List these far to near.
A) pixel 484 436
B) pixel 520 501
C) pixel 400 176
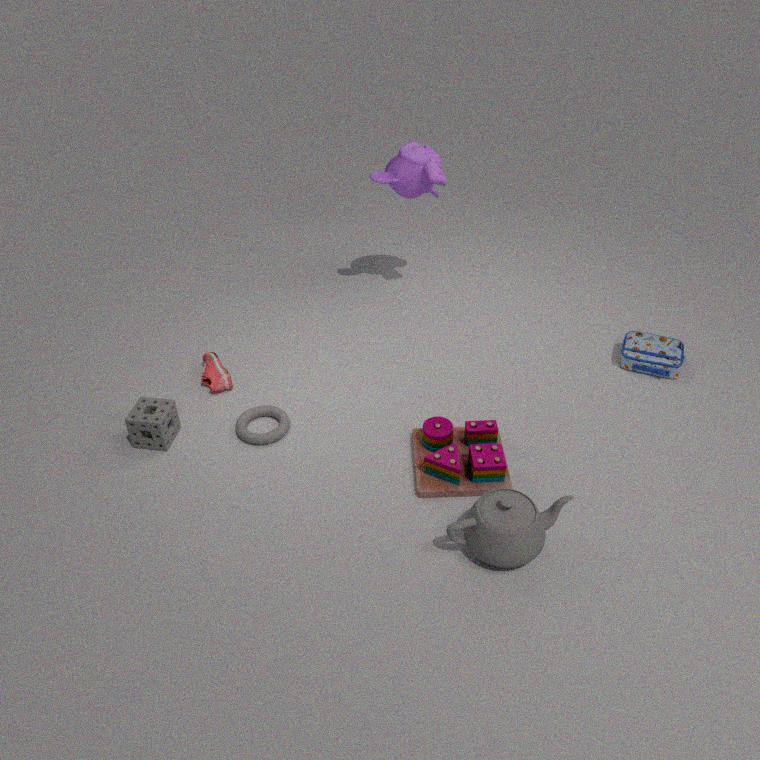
pixel 400 176 < pixel 484 436 < pixel 520 501
